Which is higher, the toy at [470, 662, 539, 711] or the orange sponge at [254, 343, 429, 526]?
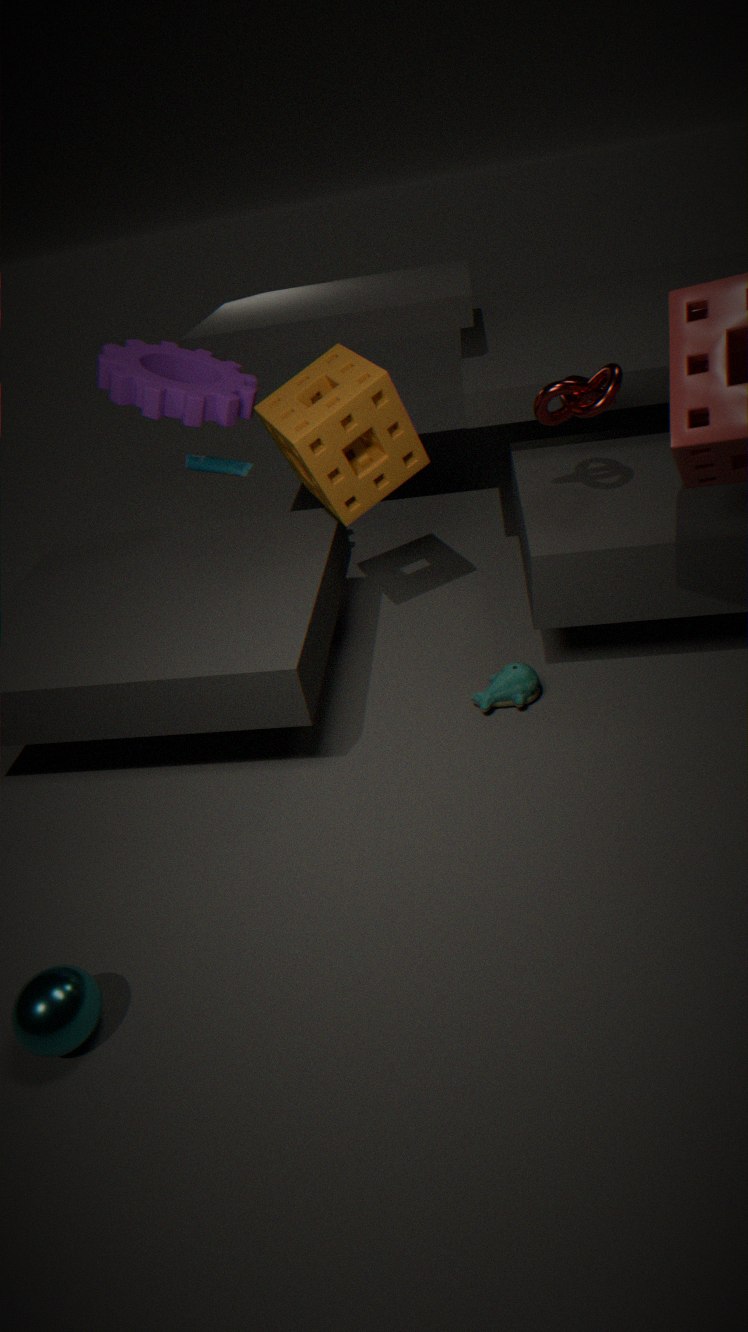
the orange sponge at [254, 343, 429, 526]
